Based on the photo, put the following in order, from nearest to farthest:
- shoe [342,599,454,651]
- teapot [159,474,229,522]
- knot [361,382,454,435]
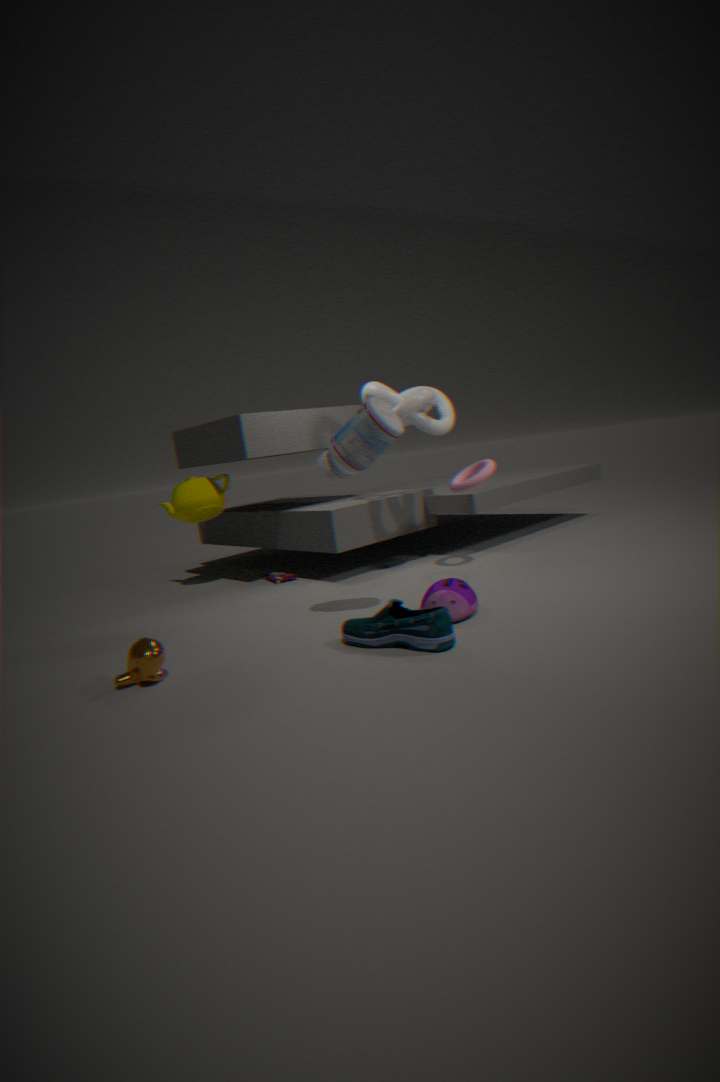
shoe [342,599,454,651] → knot [361,382,454,435] → teapot [159,474,229,522]
